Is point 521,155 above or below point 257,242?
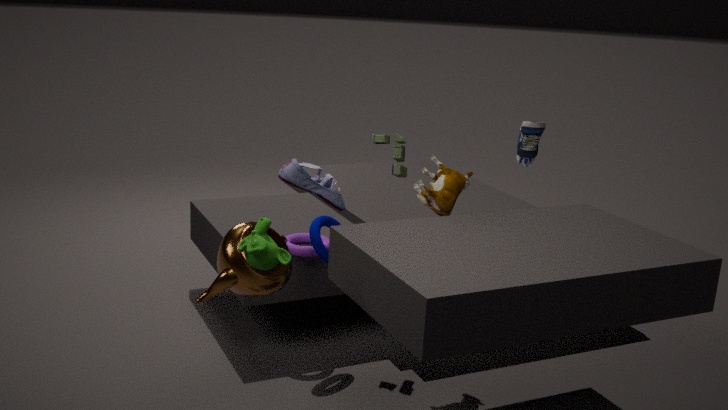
above
